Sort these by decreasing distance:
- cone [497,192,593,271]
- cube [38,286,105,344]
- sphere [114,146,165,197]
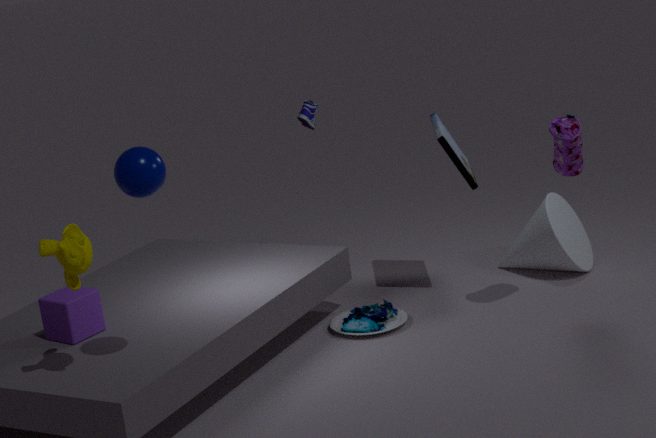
1. cone [497,192,593,271]
2. cube [38,286,105,344]
3. sphere [114,146,165,197]
